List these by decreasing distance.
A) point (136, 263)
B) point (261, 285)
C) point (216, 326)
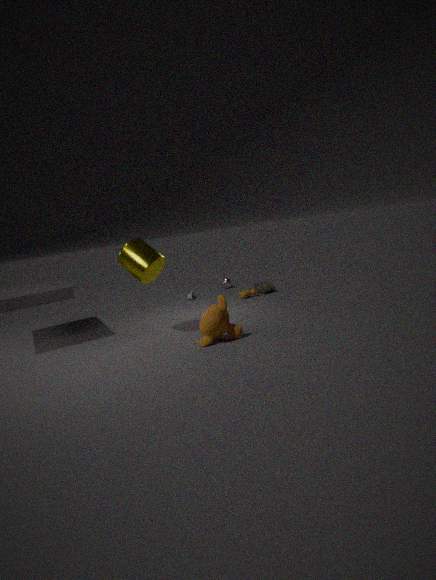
point (261, 285), point (136, 263), point (216, 326)
